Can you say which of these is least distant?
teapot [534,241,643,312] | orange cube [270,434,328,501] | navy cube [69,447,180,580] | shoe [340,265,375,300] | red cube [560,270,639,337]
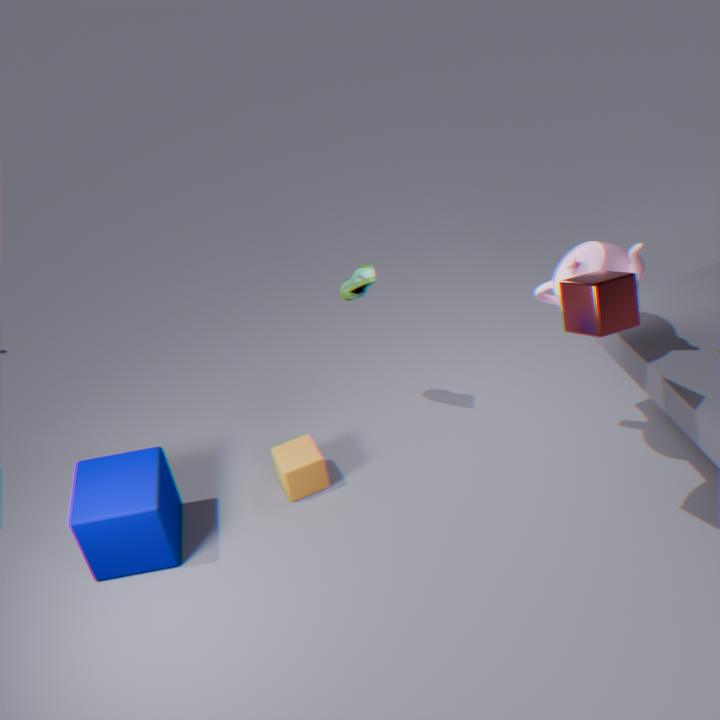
red cube [560,270,639,337]
